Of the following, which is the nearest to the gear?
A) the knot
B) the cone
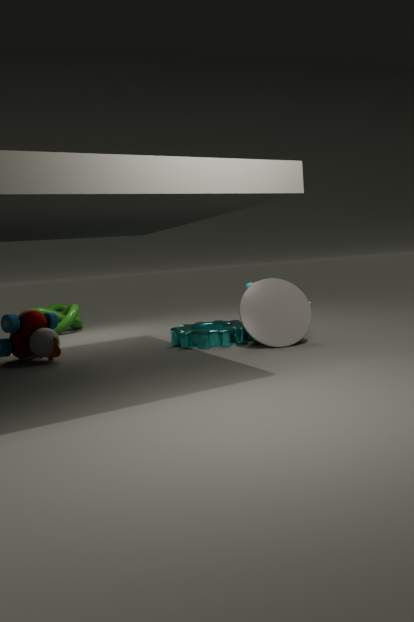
the cone
